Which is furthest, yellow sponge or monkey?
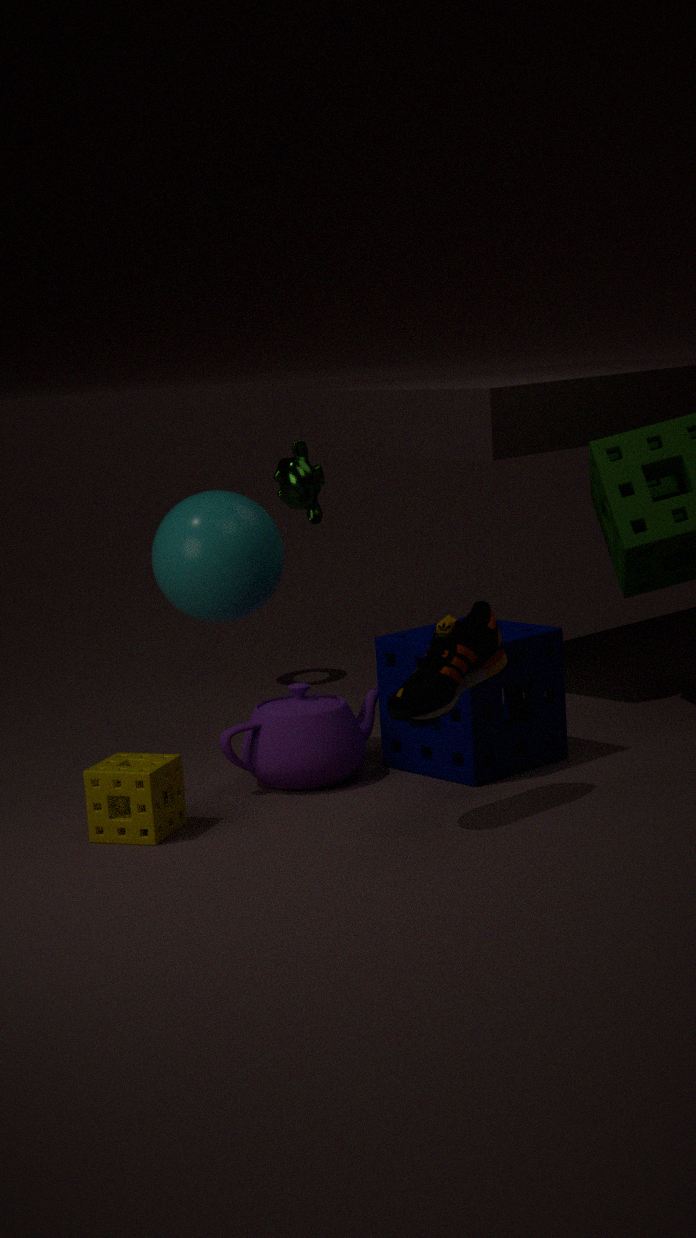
monkey
